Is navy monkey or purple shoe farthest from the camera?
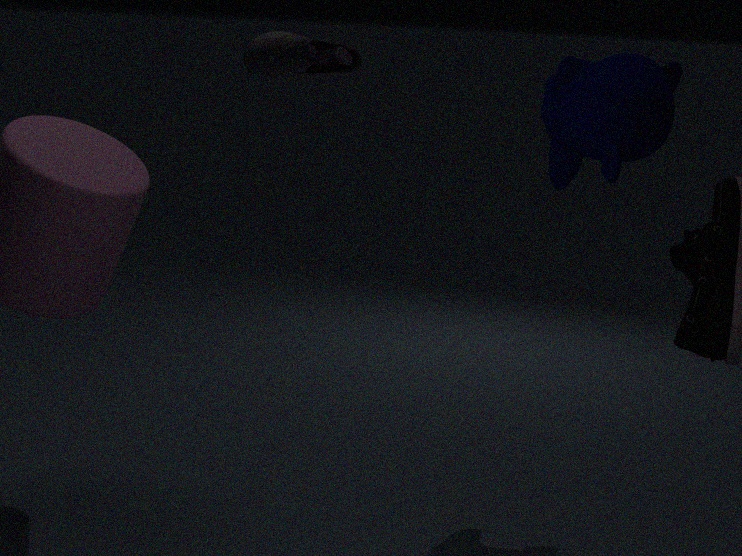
navy monkey
